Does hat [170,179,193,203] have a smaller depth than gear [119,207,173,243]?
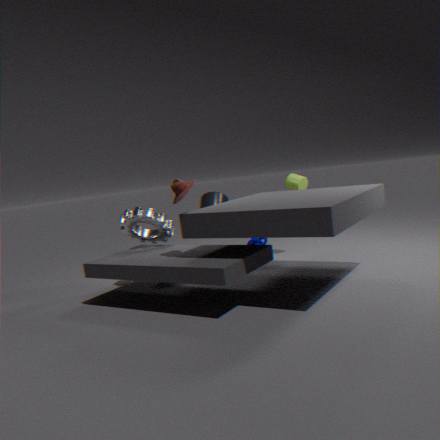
Yes
